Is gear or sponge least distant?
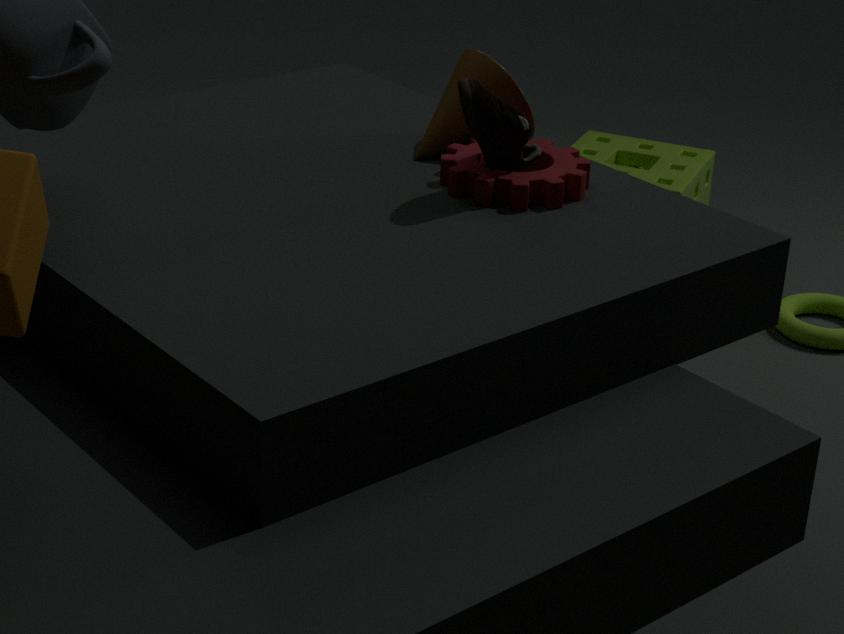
gear
